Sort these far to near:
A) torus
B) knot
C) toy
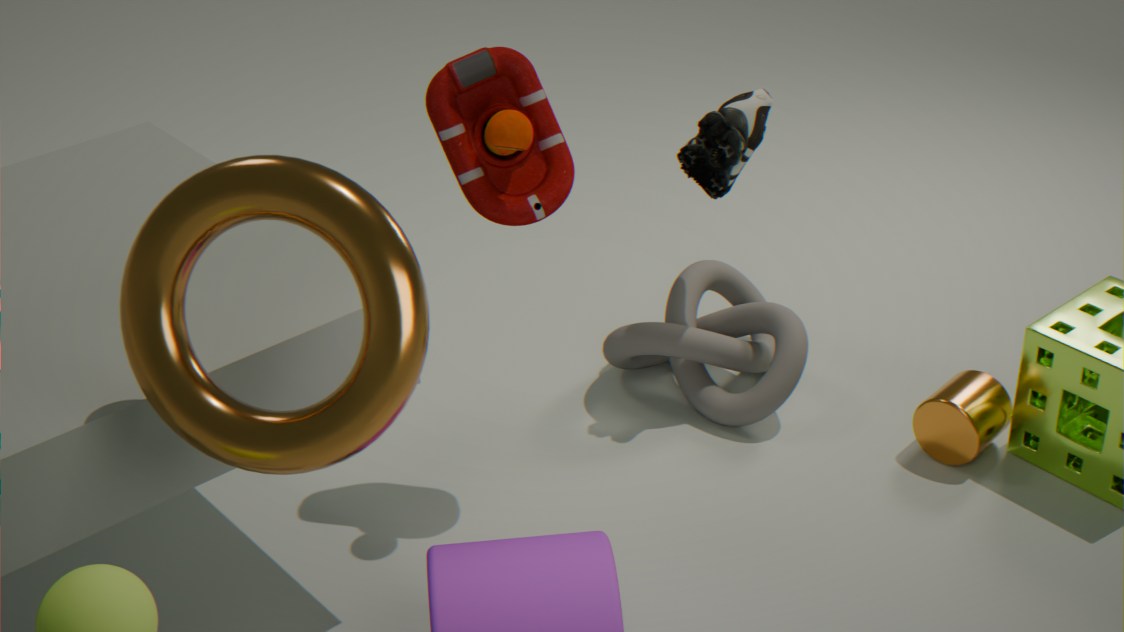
knot < toy < torus
